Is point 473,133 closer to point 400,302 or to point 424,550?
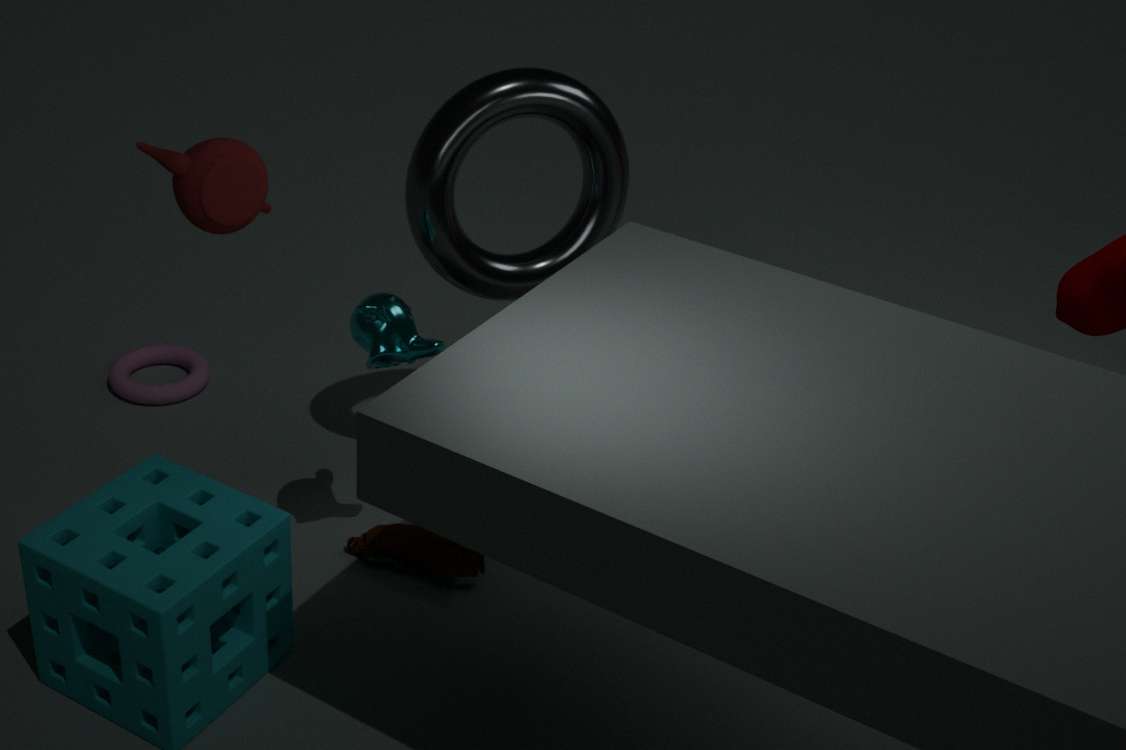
point 400,302
